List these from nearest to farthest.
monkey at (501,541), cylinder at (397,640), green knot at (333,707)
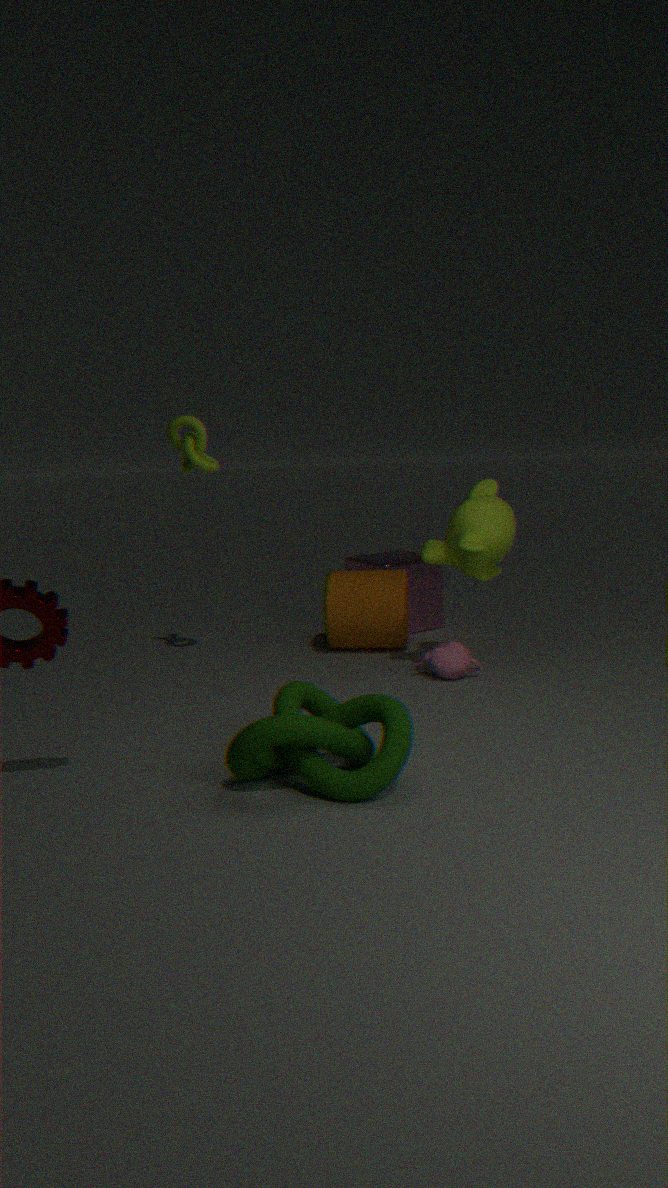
green knot at (333,707) → monkey at (501,541) → cylinder at (397,640)
